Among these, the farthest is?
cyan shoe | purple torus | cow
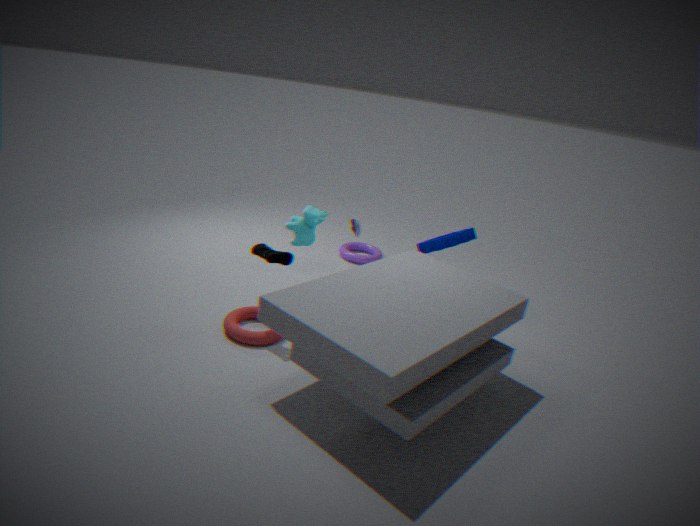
purple torus
